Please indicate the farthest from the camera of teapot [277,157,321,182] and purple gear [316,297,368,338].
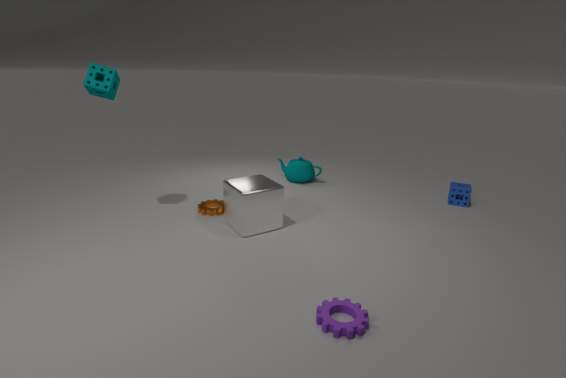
teapot [277,157,321,182]
